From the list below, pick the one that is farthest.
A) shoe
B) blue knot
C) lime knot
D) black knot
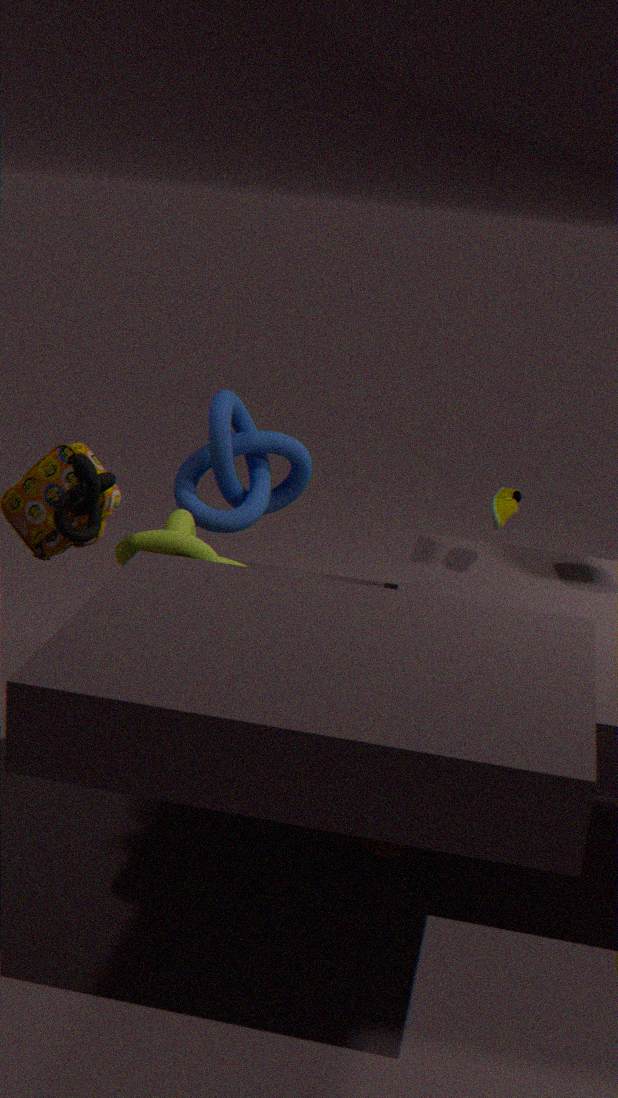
blue knot
